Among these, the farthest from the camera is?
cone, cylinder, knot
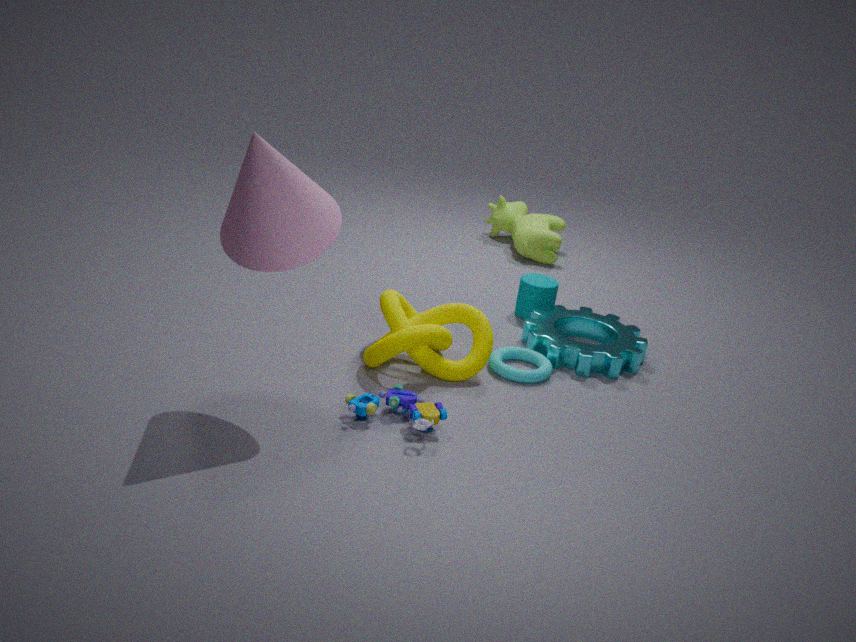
cylinder
